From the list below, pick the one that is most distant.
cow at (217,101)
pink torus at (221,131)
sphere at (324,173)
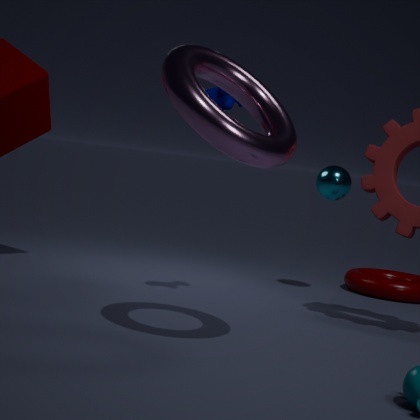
sphere at (324,173)
